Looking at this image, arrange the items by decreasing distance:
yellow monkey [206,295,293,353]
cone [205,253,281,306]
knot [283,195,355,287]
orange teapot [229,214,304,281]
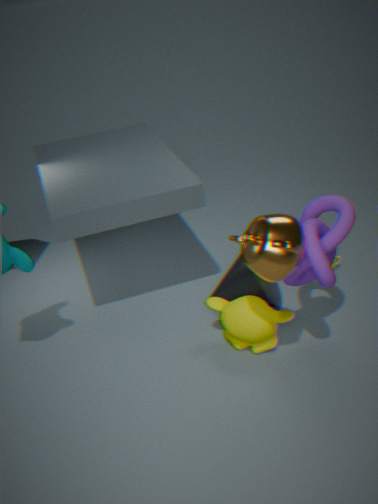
cone [205,253,281,306] → yellow monkey [206,295,293,353] → knot [283,195,355,287] → orange teapot [229,214,304,281]
